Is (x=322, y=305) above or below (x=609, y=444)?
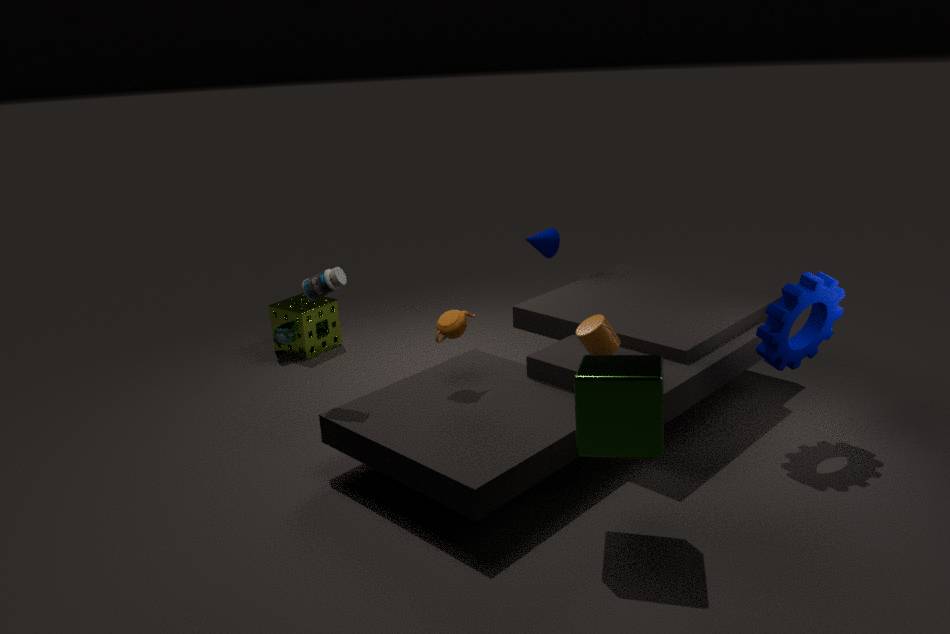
below
